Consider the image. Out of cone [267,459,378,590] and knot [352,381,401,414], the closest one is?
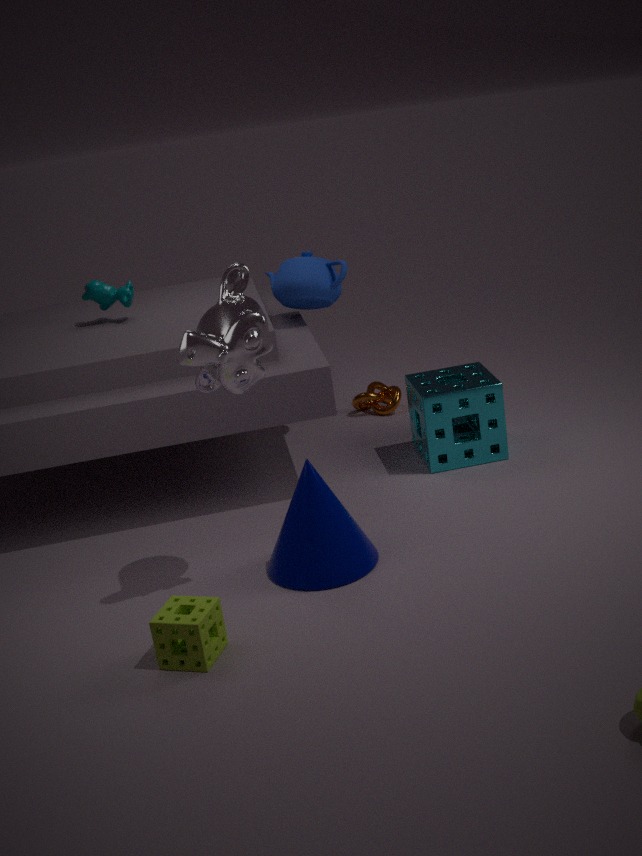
cone [267,459,378,590]
